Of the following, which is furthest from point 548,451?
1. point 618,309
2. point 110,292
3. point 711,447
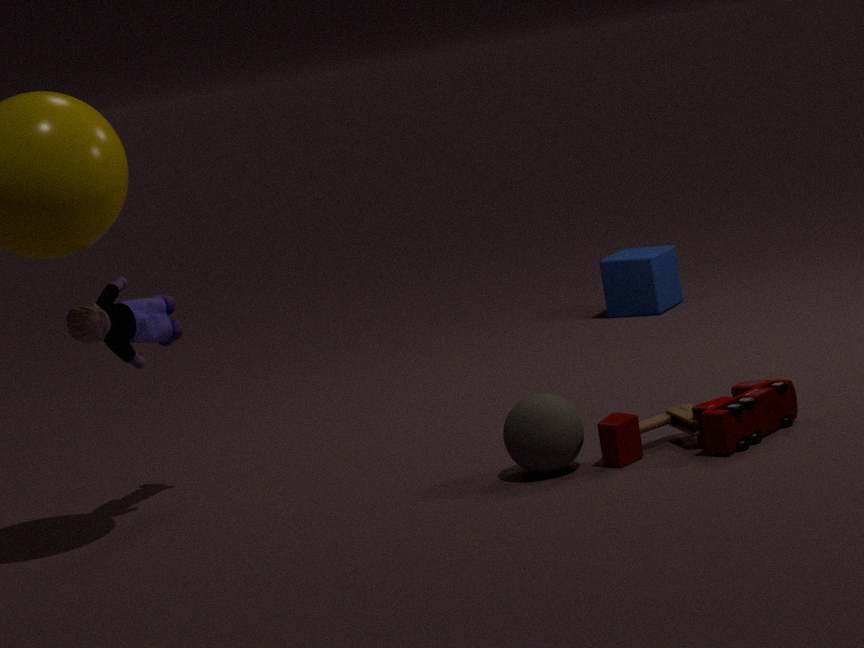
point 618,309
